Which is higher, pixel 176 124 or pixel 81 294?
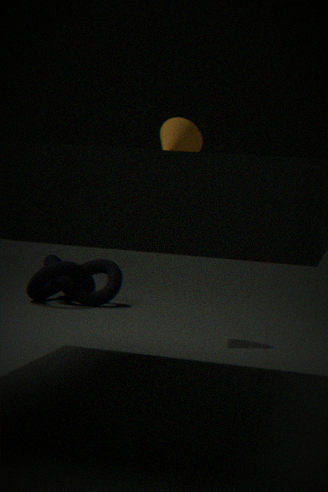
pixel 176 124
